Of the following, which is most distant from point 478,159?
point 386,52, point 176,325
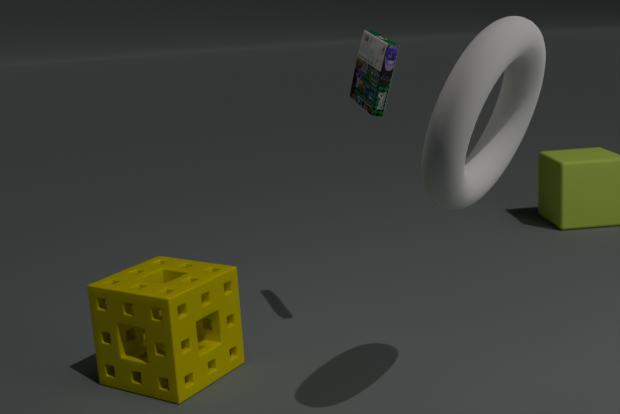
point 176,325
